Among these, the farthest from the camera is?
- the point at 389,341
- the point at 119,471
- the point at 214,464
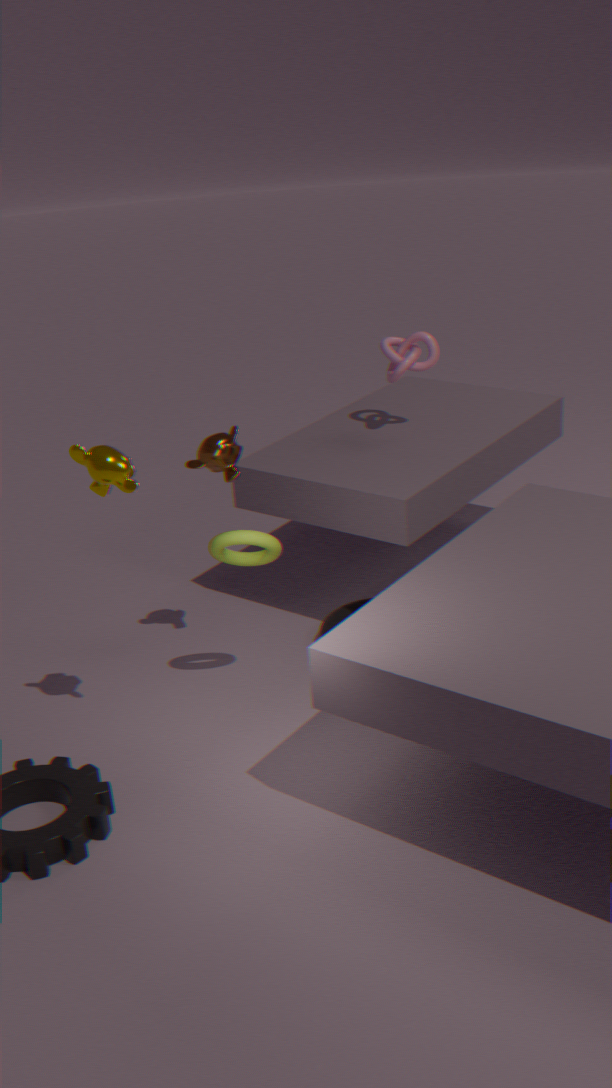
the point at 389,341
